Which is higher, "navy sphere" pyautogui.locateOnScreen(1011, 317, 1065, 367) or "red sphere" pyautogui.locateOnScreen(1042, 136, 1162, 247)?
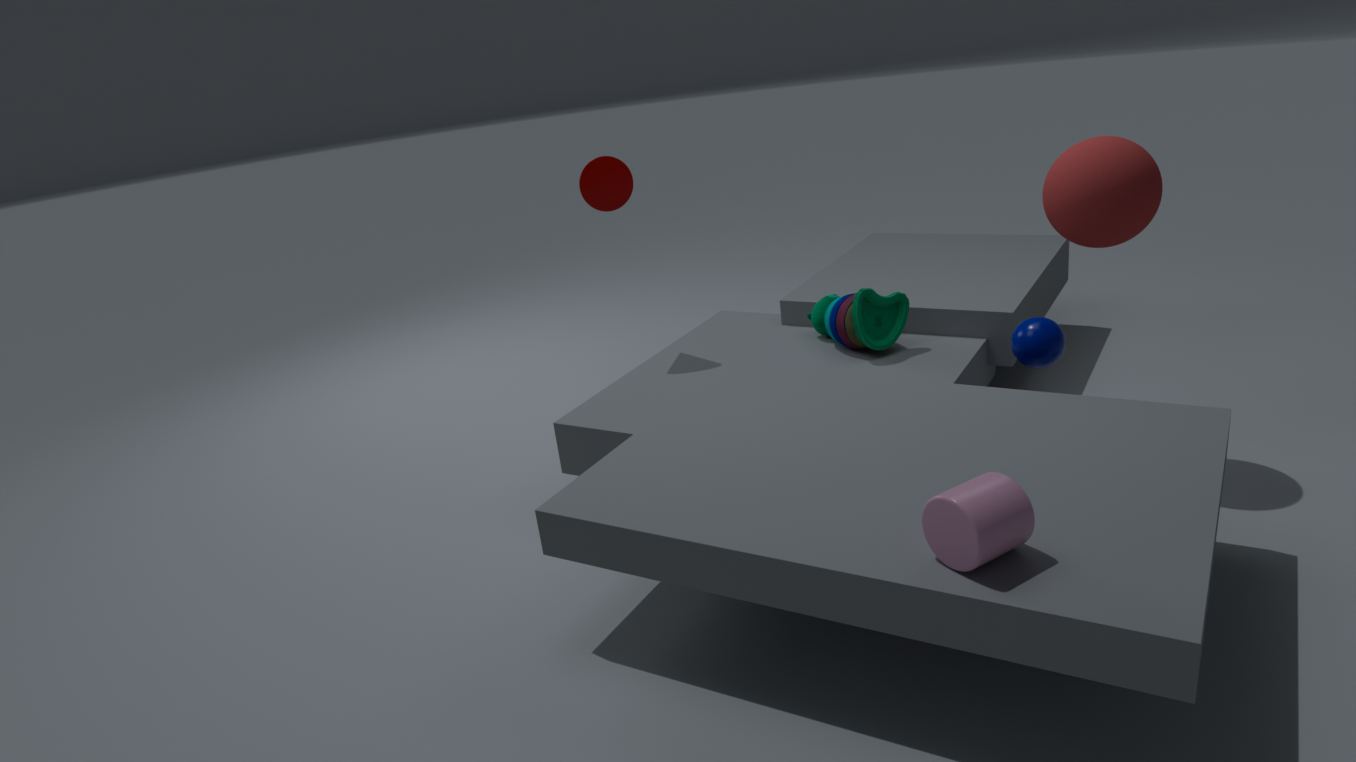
"red sphere" pyautogui.locateOnScreen(1042, 136, 1162, 247)
